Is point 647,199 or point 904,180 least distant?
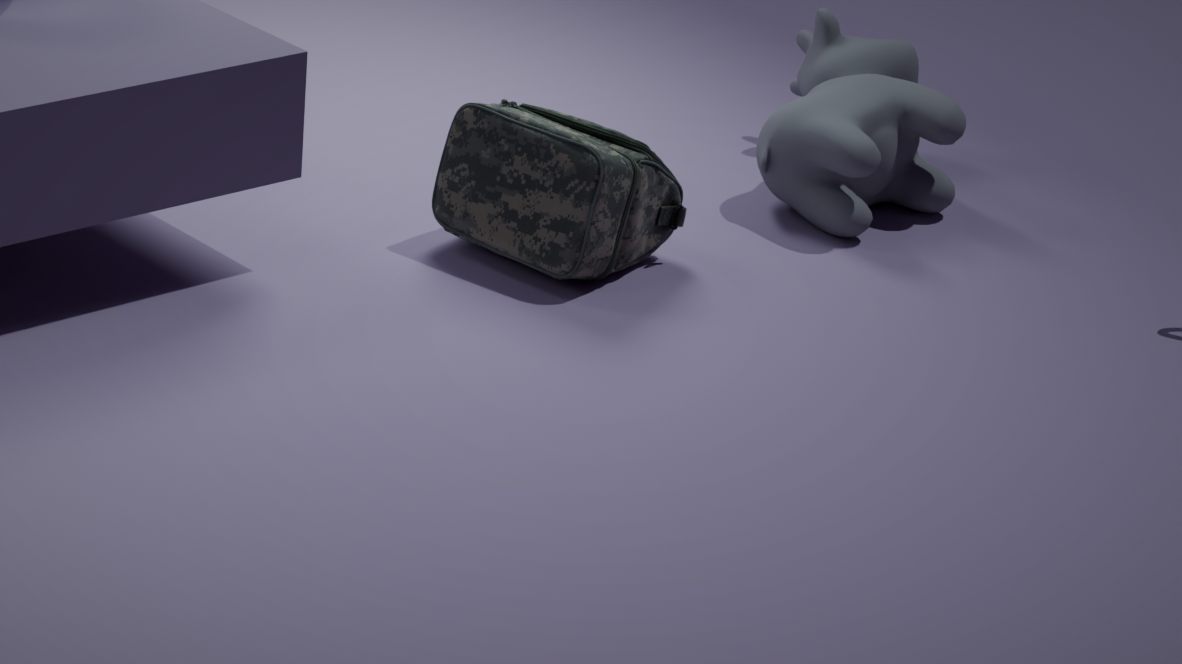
point 647,199
